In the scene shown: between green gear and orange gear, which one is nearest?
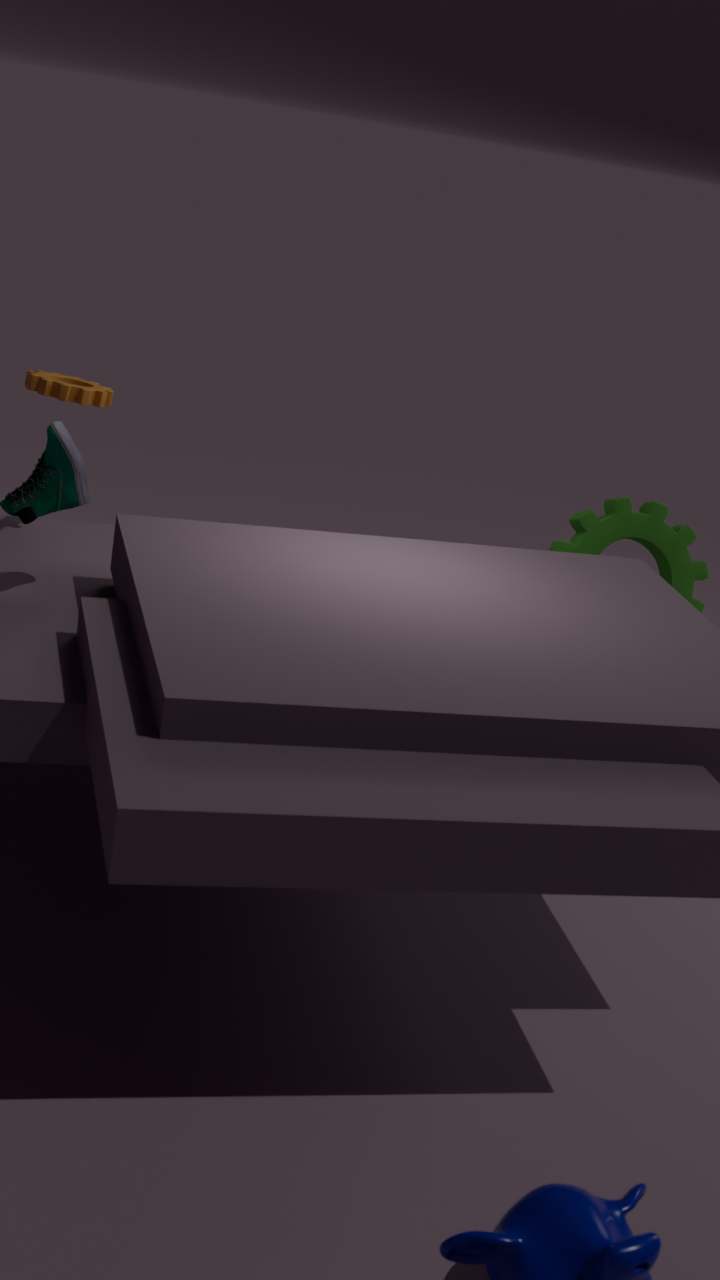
orange gear
